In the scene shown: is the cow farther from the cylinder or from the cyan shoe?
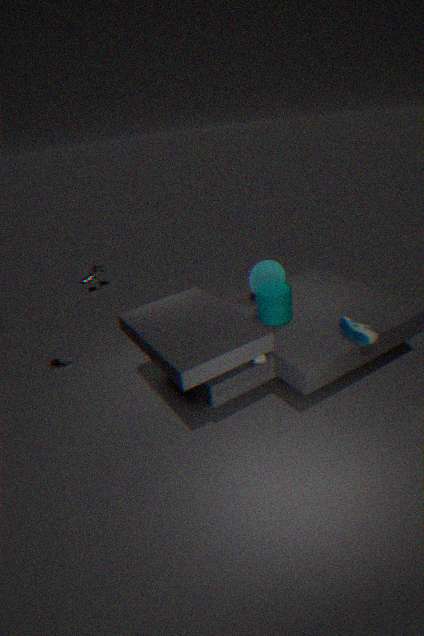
the cyan shoe
